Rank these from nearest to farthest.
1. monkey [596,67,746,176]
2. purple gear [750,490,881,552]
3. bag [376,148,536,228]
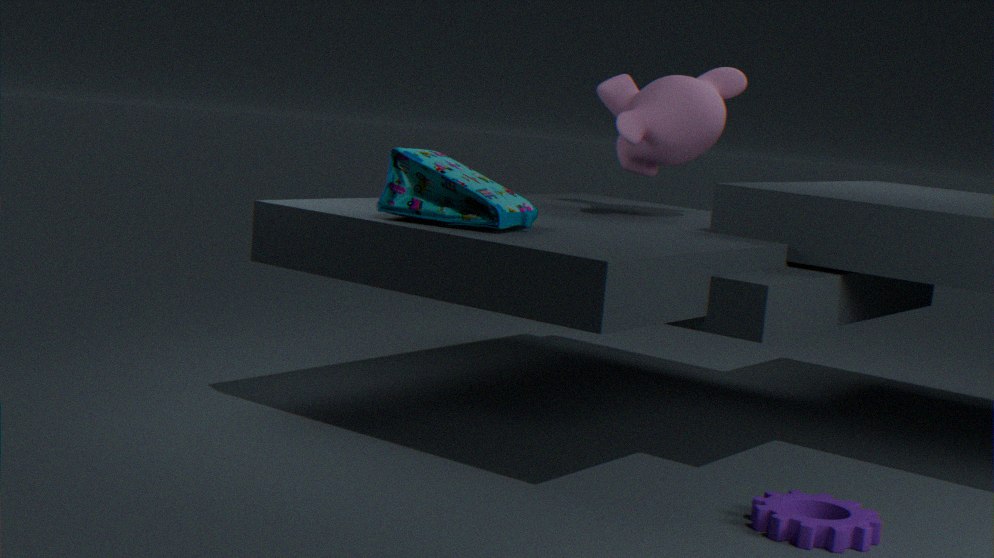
purple gear [750,490,881,552], bag [376,148,536,228], monkey [596,67,746,176]
